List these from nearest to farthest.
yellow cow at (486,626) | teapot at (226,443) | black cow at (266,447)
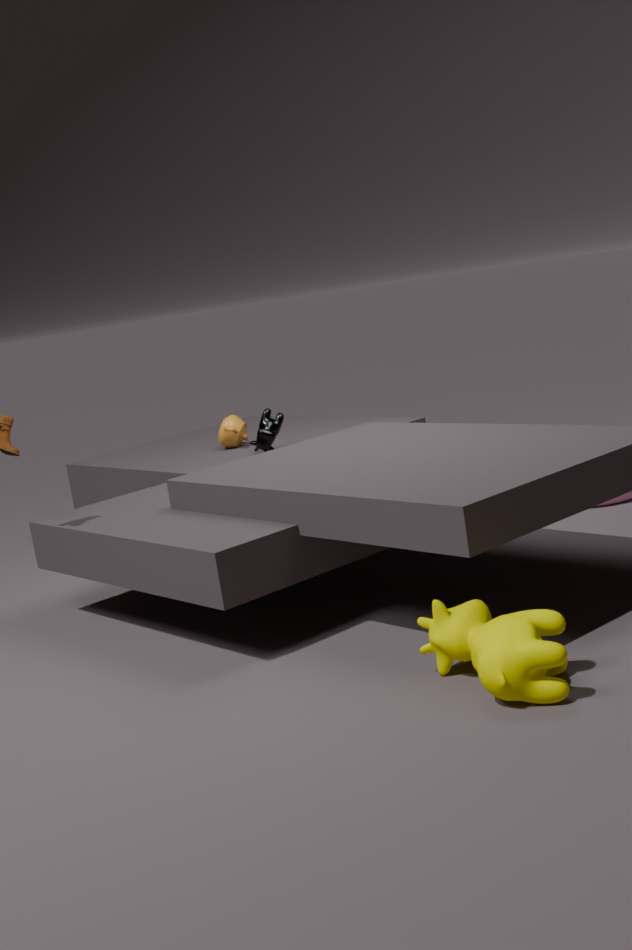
1. yellow cow at (486,626)
2. black cow at (266,447)
3. teapot at (226,443)
